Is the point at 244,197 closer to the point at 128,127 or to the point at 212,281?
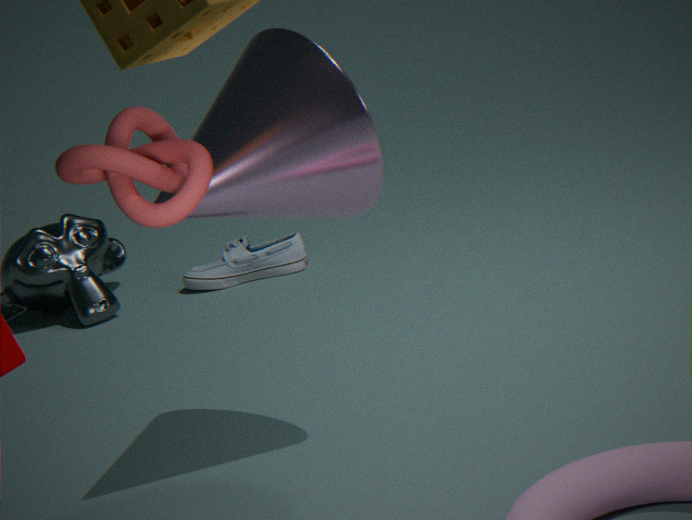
the point at 128,127
